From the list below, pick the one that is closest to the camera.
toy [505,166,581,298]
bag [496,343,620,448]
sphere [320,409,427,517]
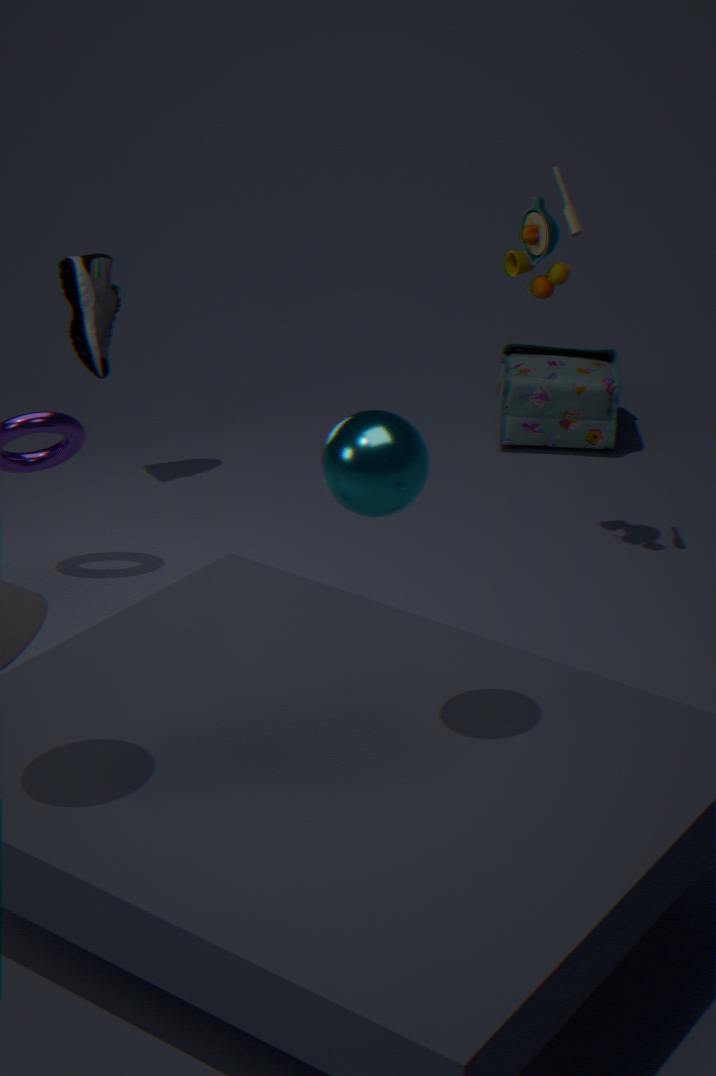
sphere [320,409,427,517]
